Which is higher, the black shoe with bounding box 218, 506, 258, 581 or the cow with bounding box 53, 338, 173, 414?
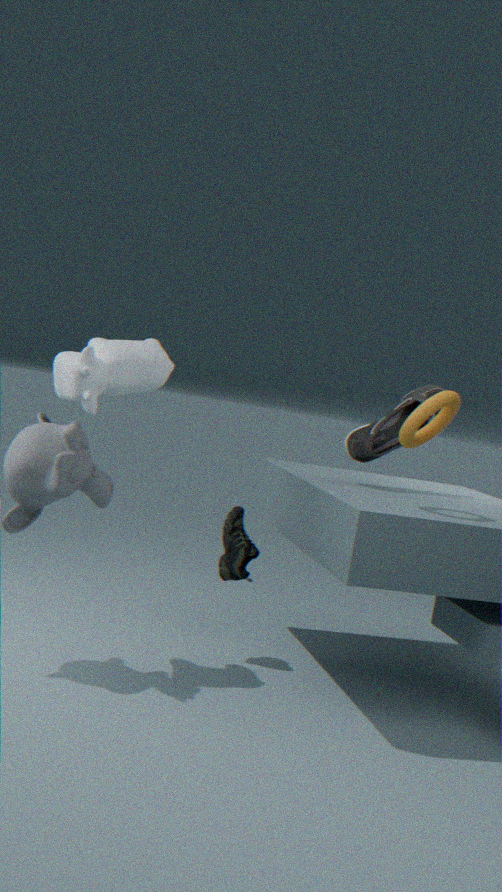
the cow with bounding box 53, 338, 173, 414
